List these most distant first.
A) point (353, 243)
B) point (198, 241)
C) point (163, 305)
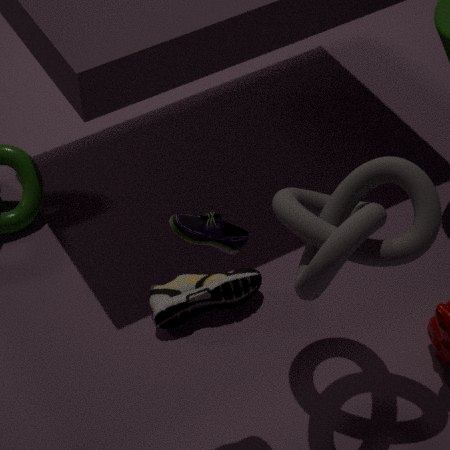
point (163, 305), point (198, 241), point (353, 243)
